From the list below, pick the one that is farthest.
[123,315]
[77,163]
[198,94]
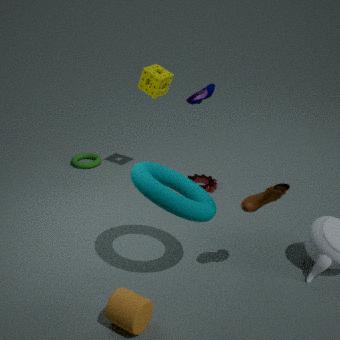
[77,163]
